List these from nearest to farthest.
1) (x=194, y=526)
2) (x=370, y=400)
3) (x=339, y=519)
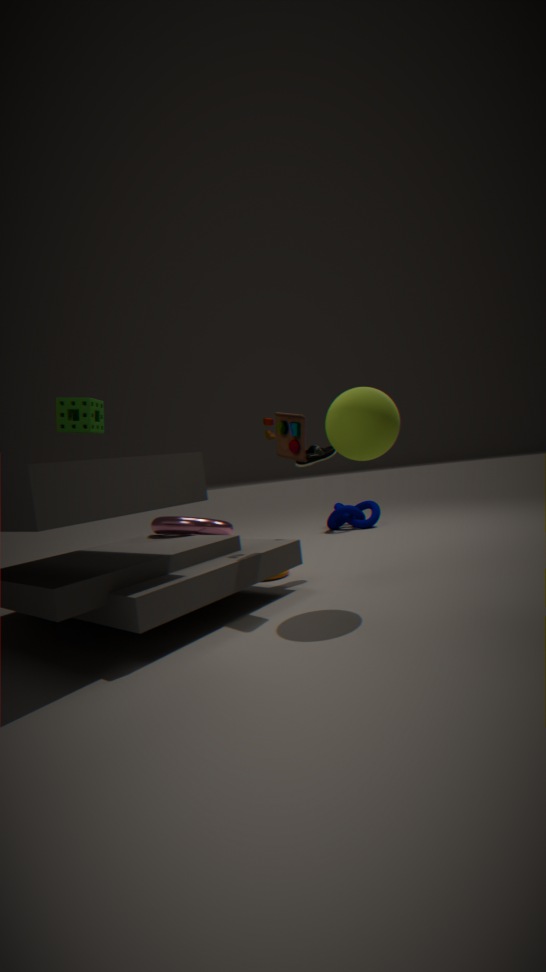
2. (x=370, y=400) → 1. (x=194, y=526) → 3. (x=339, y=519)
